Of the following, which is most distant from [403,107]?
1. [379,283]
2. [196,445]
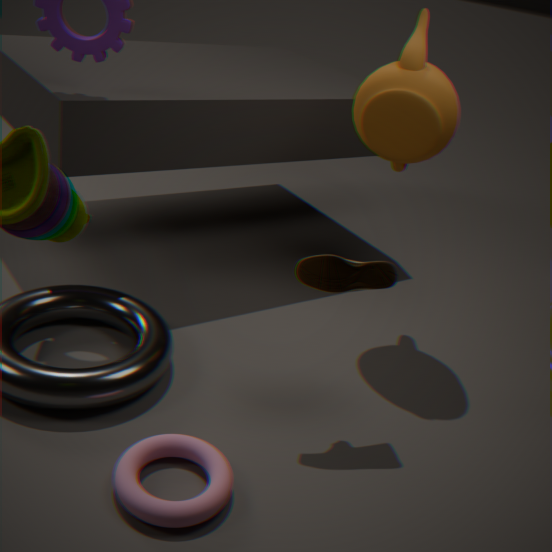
[196,445]
